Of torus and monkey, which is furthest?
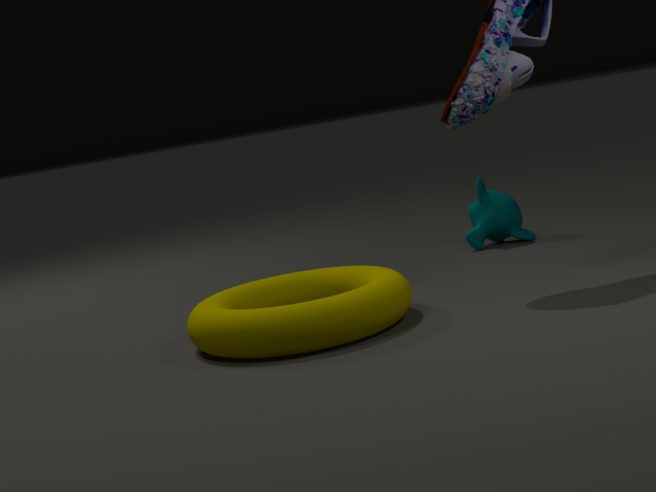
monkey
